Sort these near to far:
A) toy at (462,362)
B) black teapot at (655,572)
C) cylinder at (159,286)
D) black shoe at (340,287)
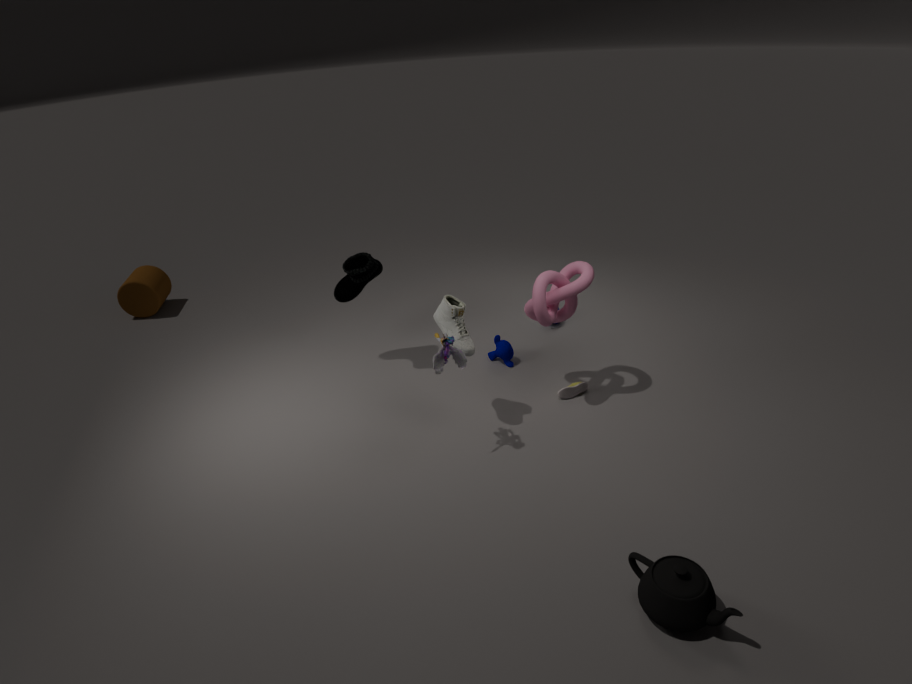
black teapot at (655,572), toy at (462,362), black shoe at (340,287), cylinder at (159,286)
